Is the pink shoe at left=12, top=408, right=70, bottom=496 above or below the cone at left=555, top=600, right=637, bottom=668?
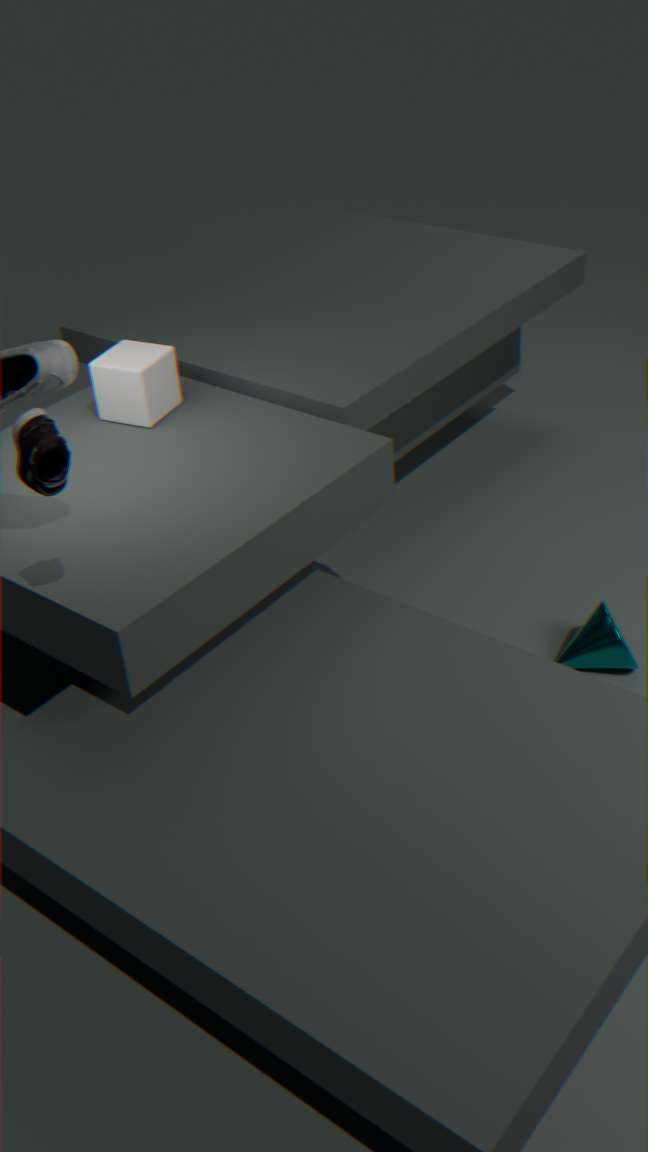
above
